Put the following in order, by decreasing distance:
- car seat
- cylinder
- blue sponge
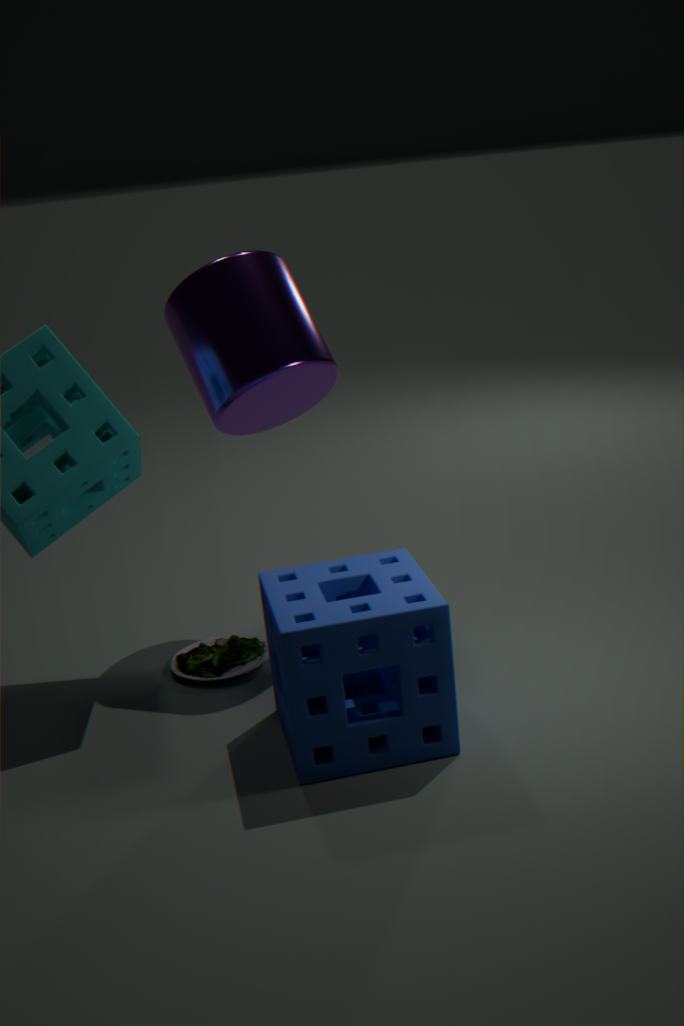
car seat → cylinder → blue sponge
